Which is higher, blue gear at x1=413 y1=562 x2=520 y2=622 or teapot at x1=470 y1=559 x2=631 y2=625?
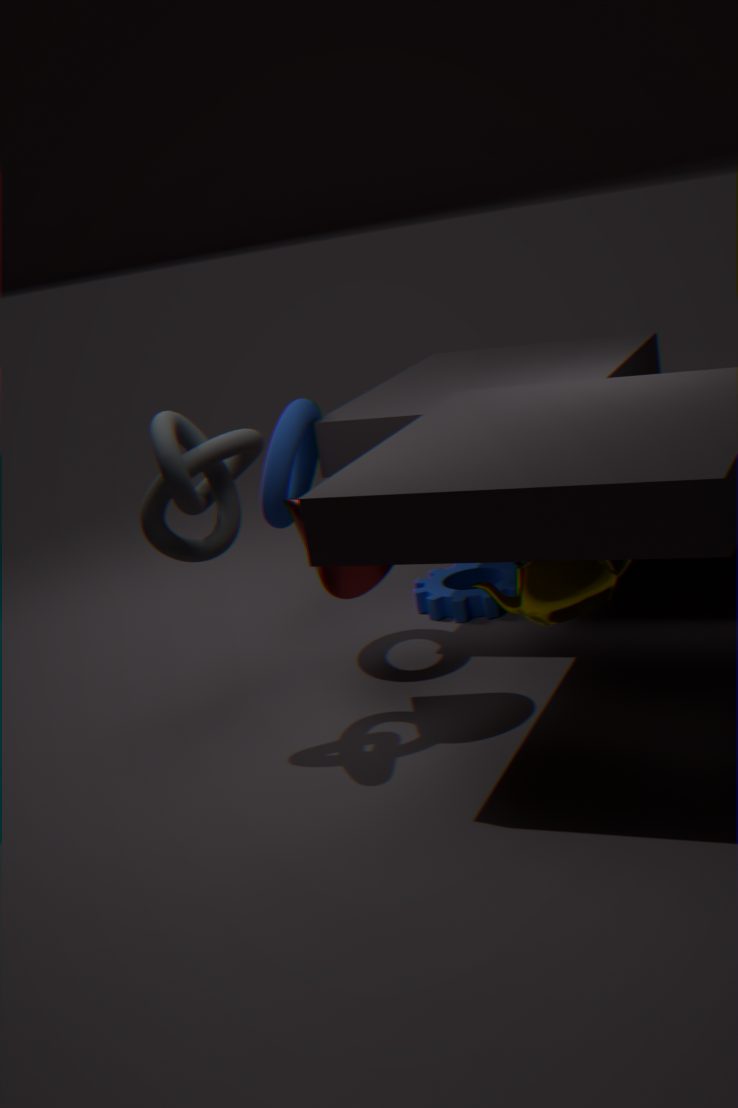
teapot at x1=470 y1=559 x2=631 y2=625
